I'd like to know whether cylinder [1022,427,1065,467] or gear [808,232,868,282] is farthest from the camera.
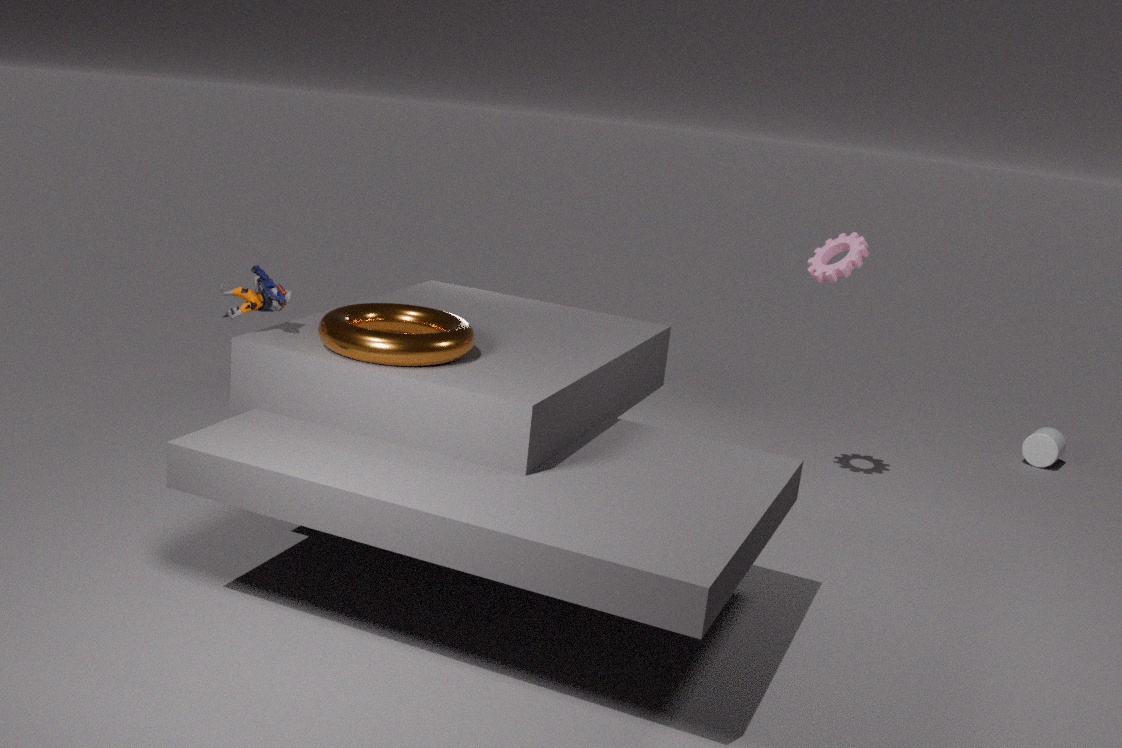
cylinder [1022,427,1065,467]
